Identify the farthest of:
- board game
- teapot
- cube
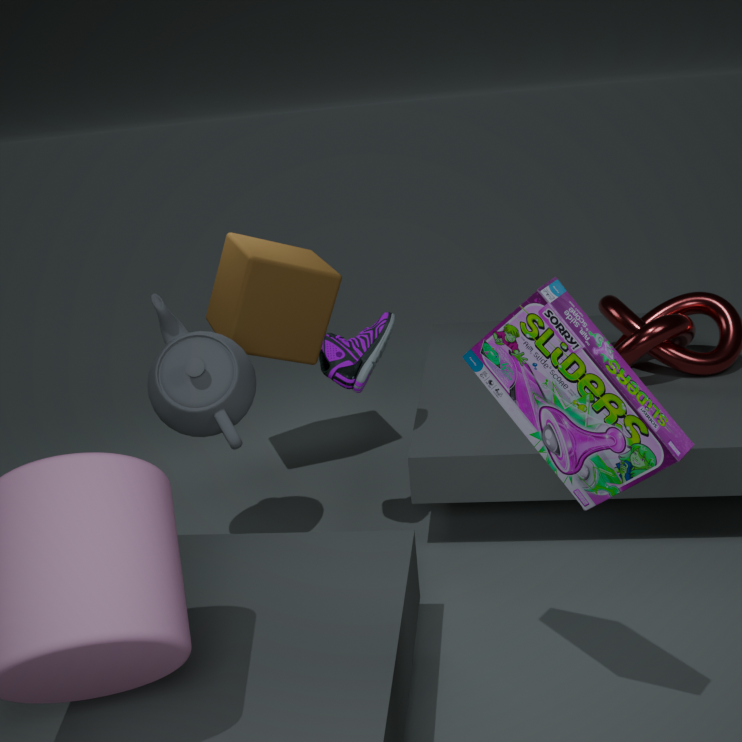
cube
